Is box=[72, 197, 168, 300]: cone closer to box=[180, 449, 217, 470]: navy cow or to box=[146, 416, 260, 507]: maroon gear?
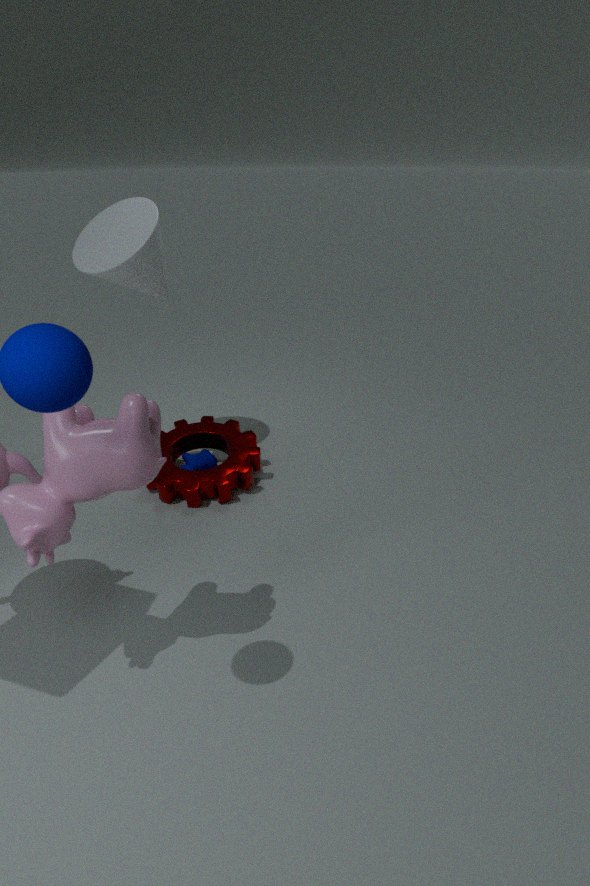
box=[146, 416, 260, 507]: maroon gear
